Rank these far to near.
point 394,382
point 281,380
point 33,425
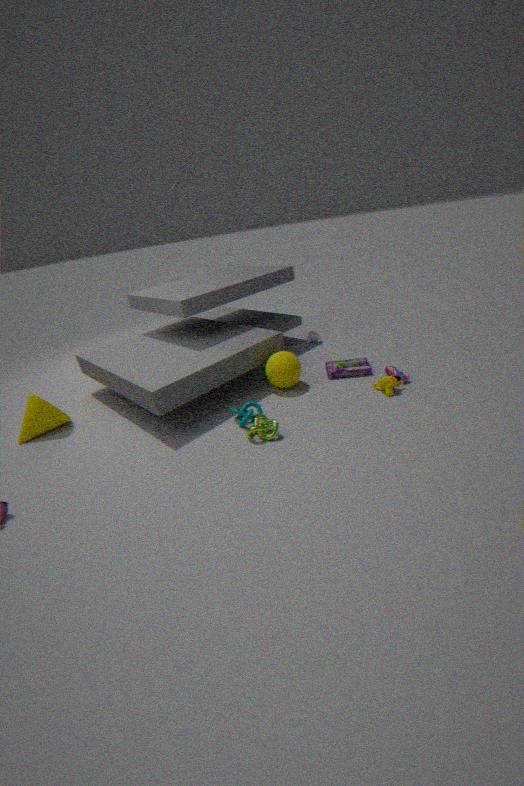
point 281,380
point 33,425
point 394,382
